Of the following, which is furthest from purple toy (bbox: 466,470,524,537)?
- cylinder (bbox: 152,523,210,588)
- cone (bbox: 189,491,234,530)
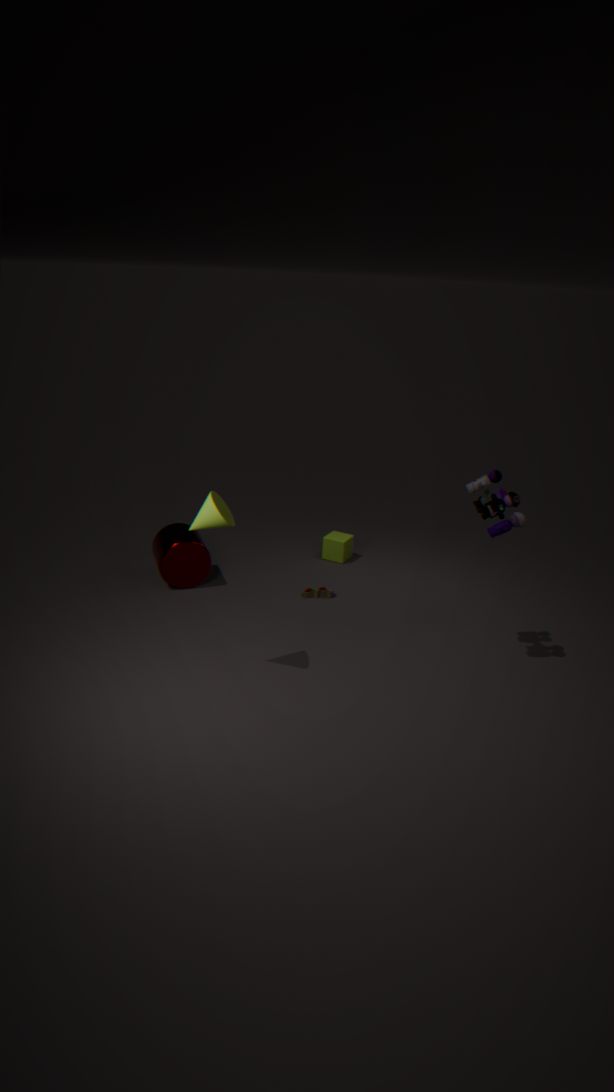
cylinder (bbox: 152,523,210,588)
